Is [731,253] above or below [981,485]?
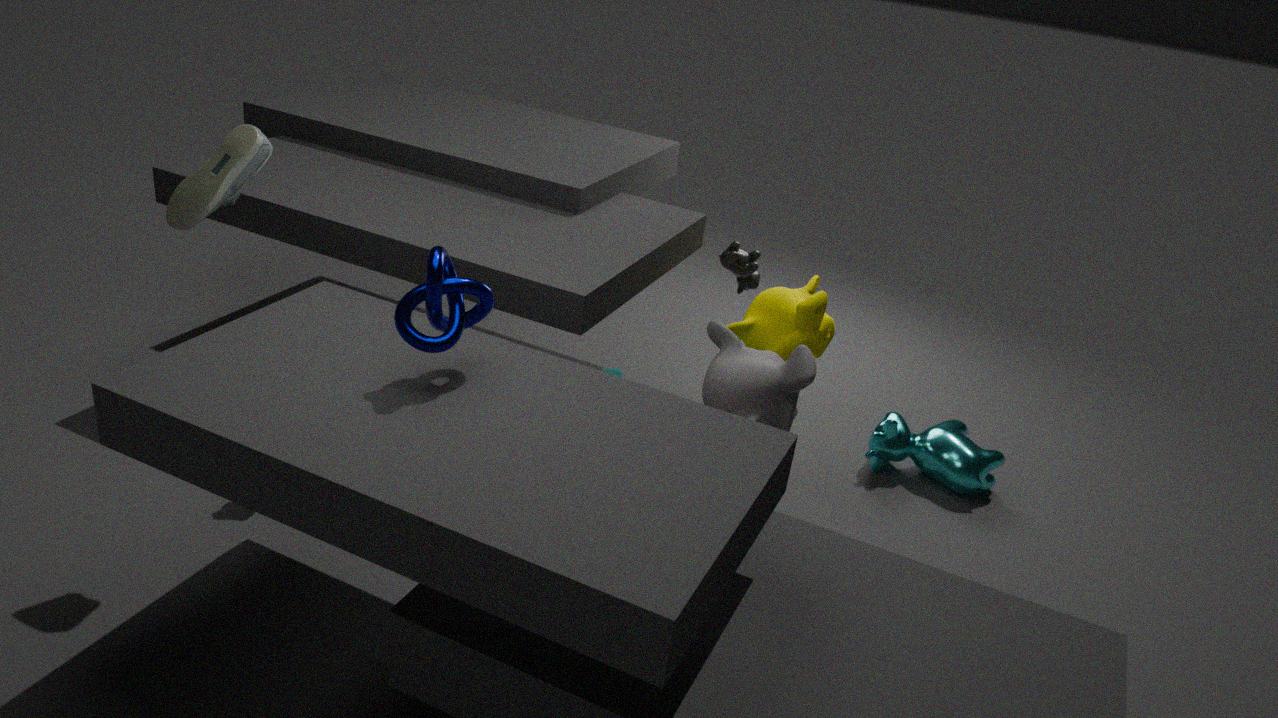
above
